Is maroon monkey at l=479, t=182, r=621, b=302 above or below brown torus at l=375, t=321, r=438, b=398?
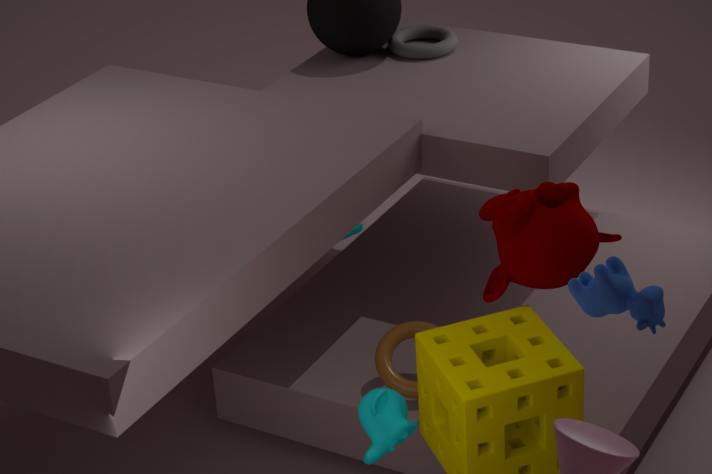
above
